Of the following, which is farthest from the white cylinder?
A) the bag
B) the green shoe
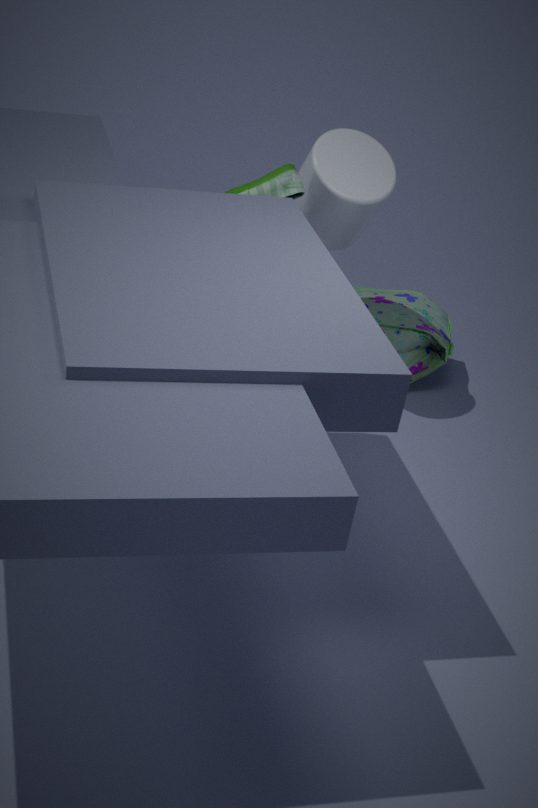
the bag
